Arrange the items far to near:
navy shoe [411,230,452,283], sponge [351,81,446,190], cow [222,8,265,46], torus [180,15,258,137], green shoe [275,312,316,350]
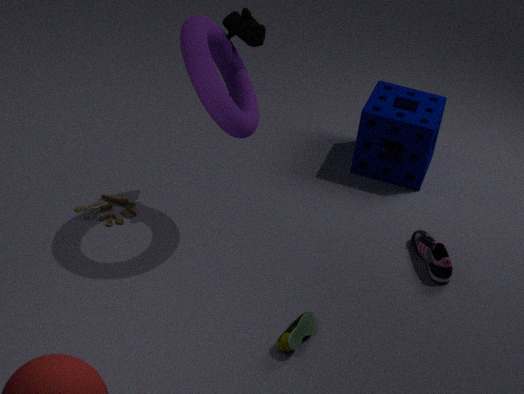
sponge [351,81,446,190] → navy shoe [411,230,452,283] → cow [222,8,265,46] → green shoe [275,312,316,350] → torus [180,15,258,137]
